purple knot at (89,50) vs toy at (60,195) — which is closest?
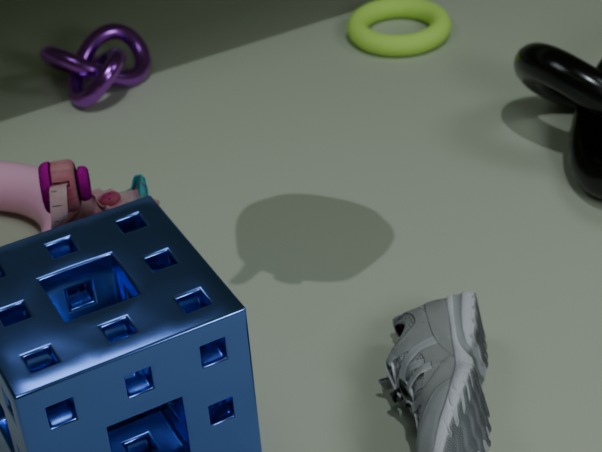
toy at (60,195)
